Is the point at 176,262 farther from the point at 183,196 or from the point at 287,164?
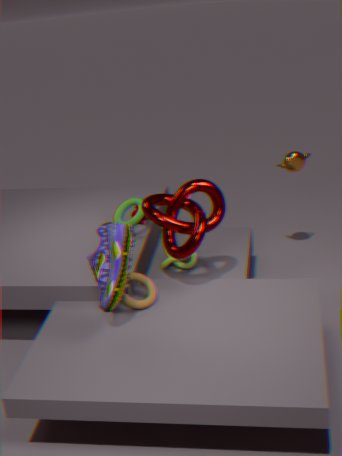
the point at 287,164
